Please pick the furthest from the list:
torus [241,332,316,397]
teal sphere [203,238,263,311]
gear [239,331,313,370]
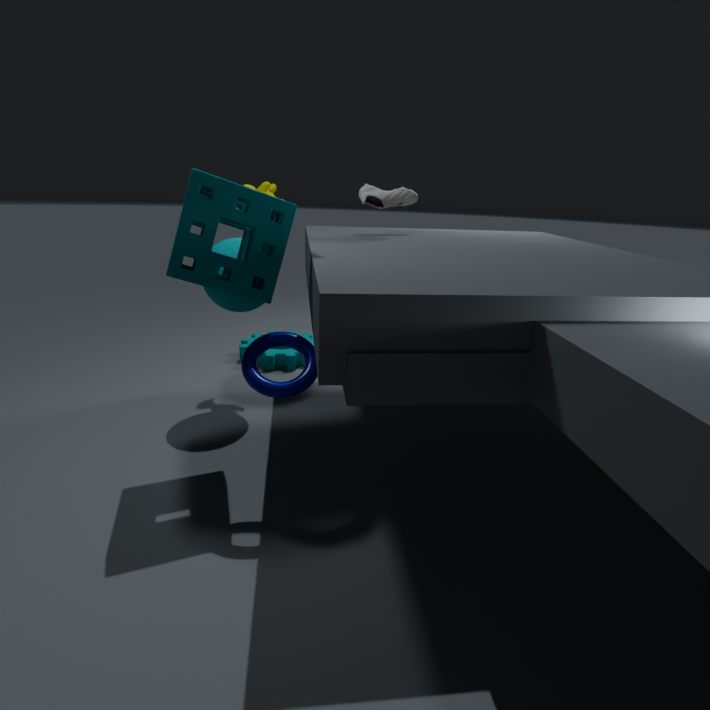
gear [239,331,313,370]
